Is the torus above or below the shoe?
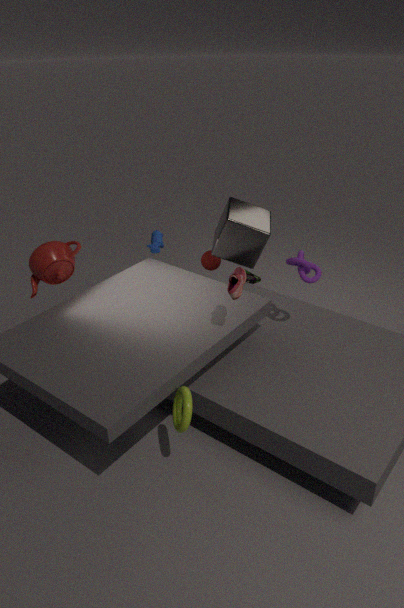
below
